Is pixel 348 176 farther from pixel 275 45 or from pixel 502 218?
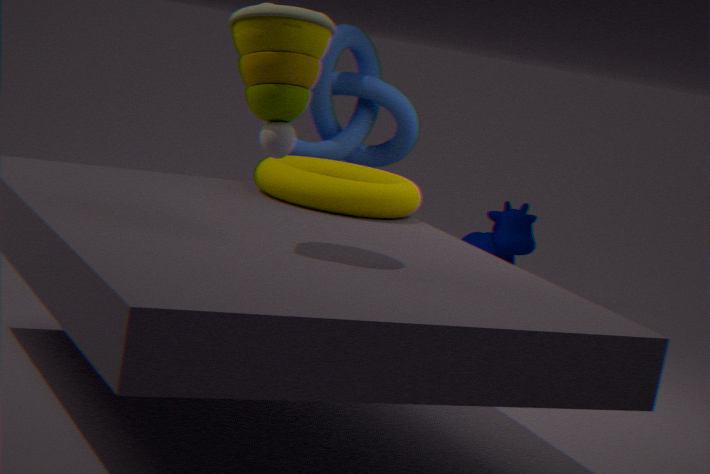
pixel 502 218
